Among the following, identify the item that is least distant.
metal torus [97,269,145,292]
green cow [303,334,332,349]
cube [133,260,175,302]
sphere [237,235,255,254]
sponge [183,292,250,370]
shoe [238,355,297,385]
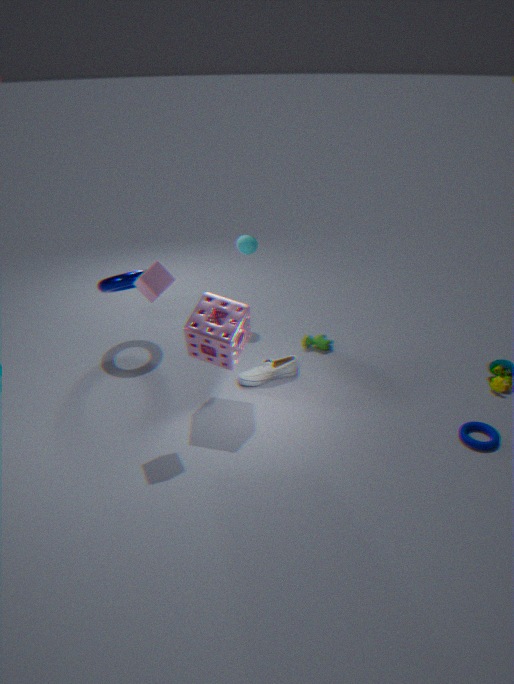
cube [133,260,175,302]
